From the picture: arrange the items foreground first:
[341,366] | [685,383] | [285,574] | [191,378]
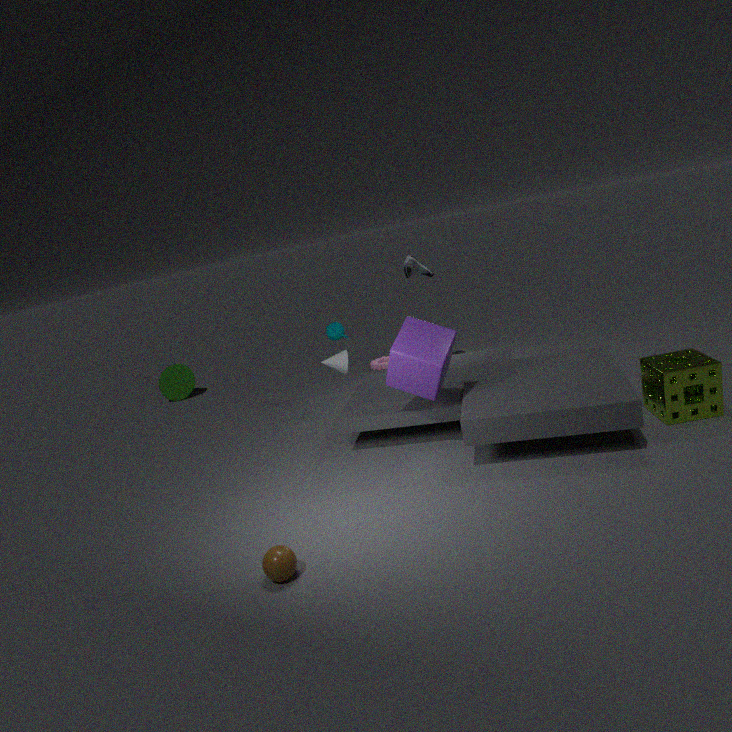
[285,574]
[685,383]
[341,366]
[191,378]
